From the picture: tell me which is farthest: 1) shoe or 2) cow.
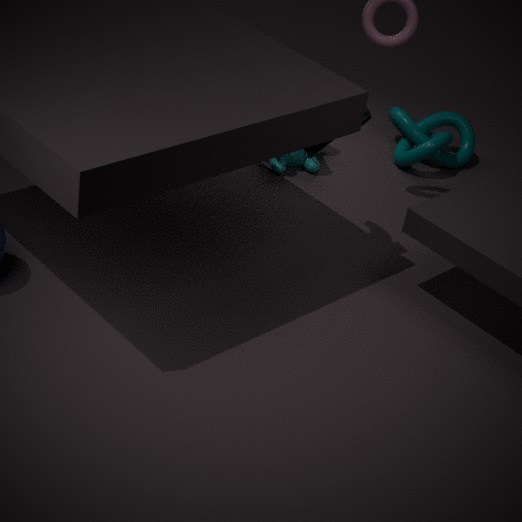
2. cow
